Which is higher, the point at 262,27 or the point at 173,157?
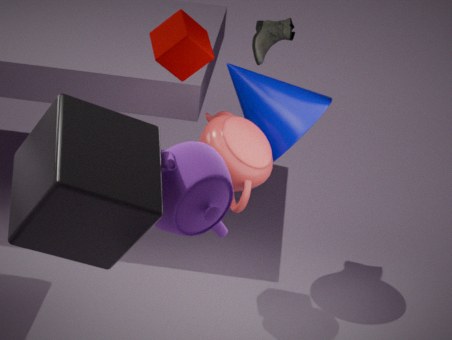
the point at 262,27
